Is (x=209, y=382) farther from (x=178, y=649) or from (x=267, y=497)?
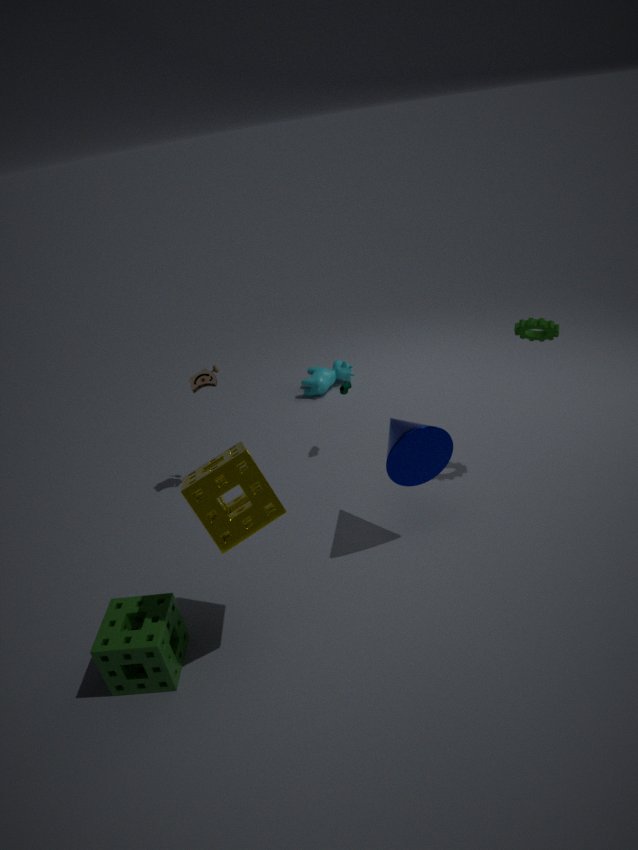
(x=178, y=649)
